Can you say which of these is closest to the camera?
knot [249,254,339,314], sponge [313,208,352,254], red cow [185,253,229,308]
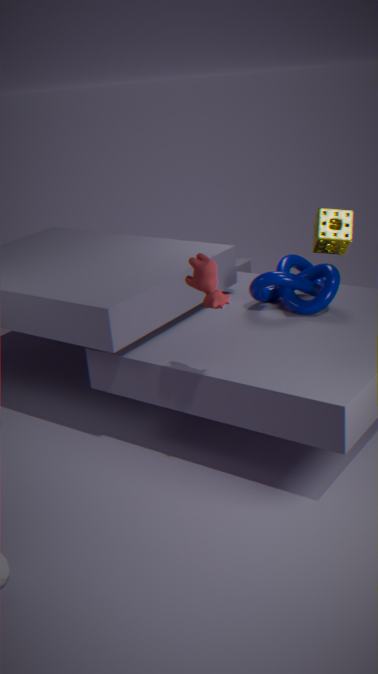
red cow [185,253,229,308]
